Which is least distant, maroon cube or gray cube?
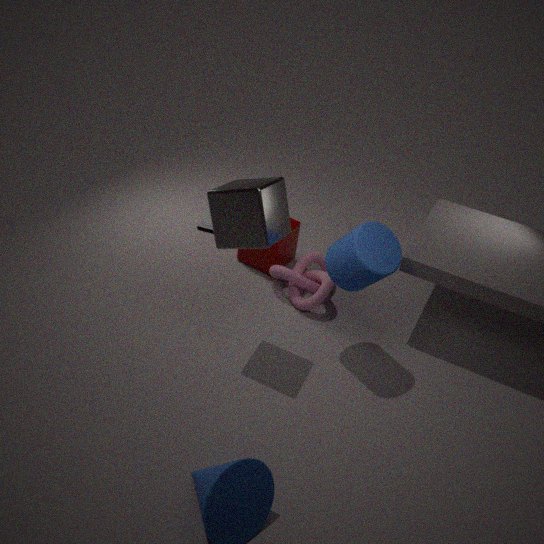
gray cube
